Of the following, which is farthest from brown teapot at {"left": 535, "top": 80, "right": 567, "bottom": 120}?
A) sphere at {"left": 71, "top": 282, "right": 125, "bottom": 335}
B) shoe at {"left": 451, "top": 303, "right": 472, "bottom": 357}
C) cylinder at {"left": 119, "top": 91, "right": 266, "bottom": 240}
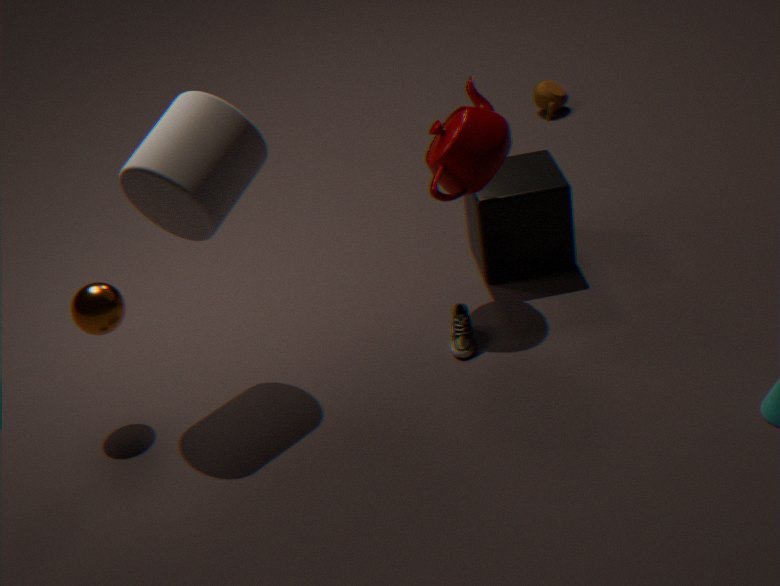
sphere at {"left": 71, "top": 282, "right": 125, "bottom": 335}
